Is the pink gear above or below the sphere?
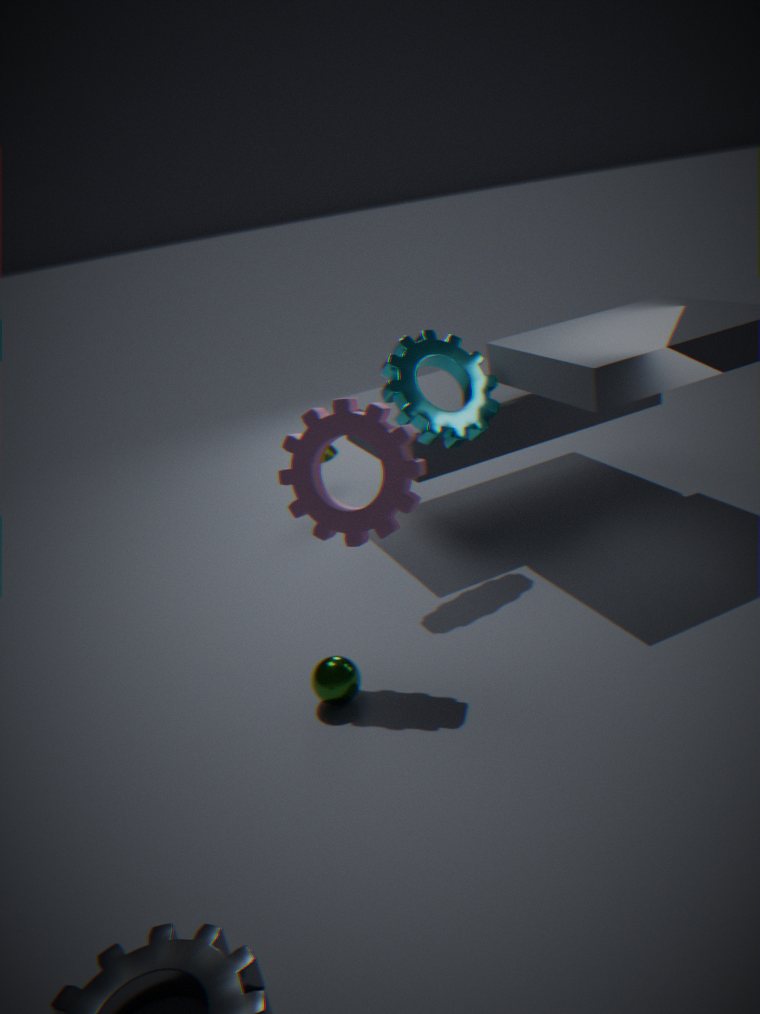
above
